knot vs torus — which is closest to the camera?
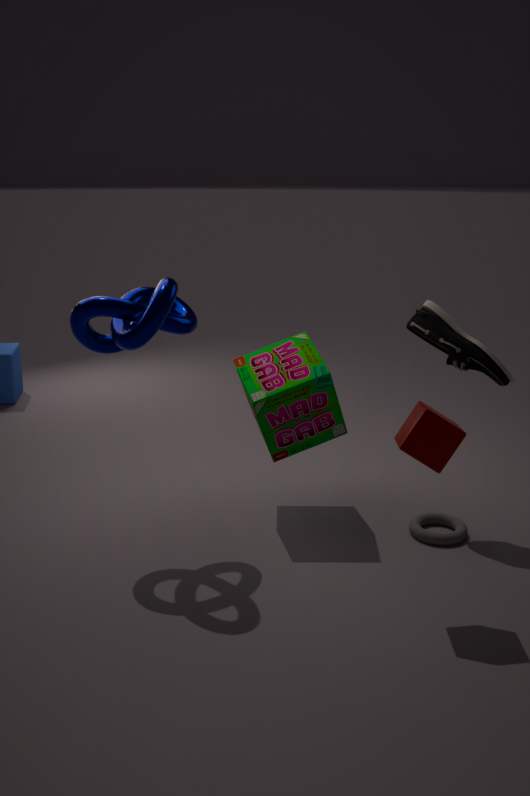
knot
